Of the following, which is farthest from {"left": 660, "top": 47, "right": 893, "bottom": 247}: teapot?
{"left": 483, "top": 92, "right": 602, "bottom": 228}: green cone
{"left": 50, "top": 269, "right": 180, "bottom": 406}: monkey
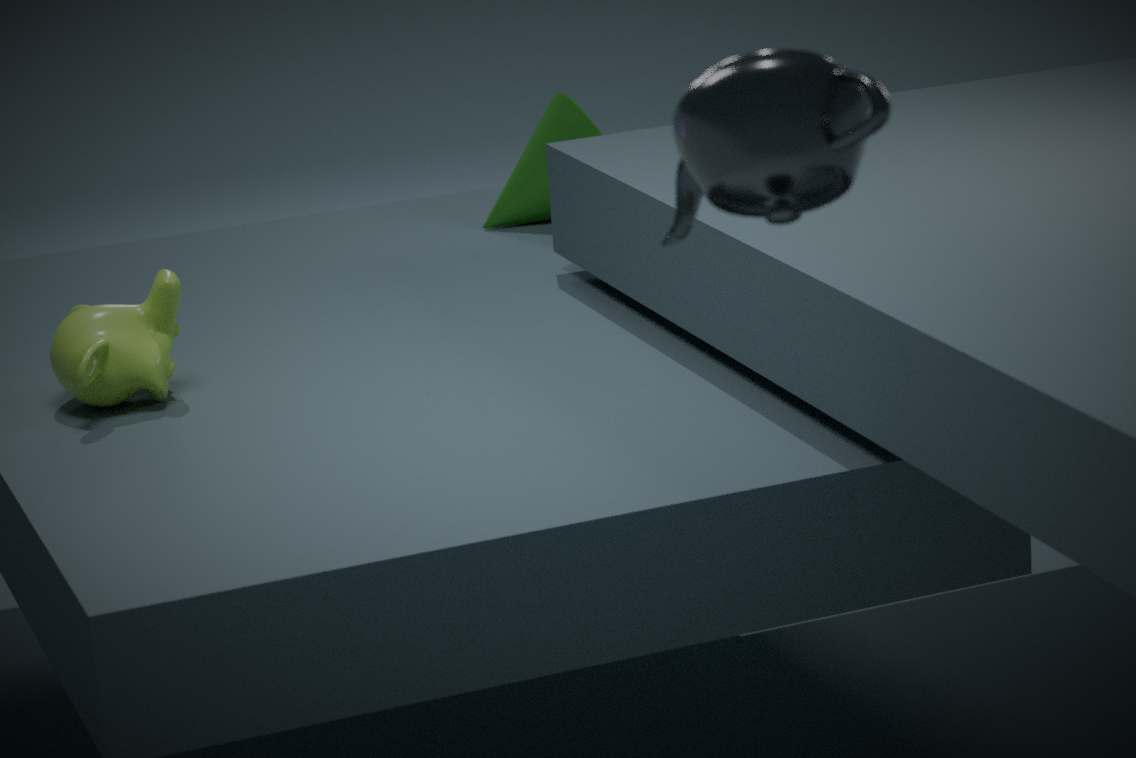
{"left": 483, "top": 92, "right": 602, "bottom": 228}: green cone
